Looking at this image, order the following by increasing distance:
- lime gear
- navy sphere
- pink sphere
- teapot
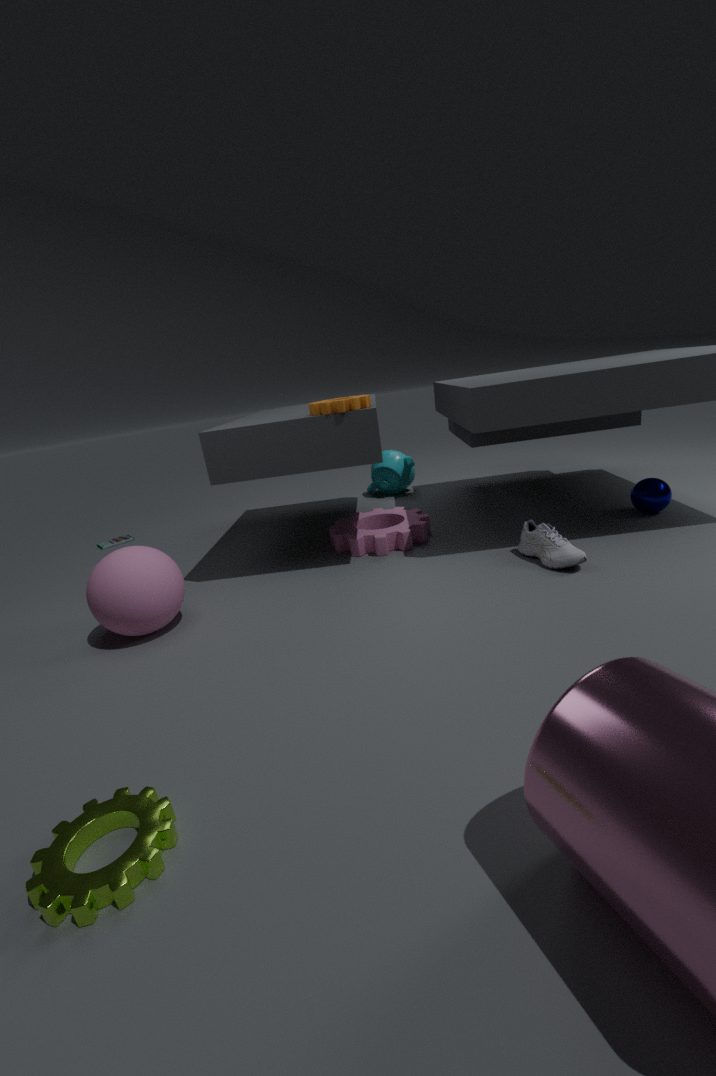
1. lime gear
2. pink sphere
3. navy sphere
4. teapot
